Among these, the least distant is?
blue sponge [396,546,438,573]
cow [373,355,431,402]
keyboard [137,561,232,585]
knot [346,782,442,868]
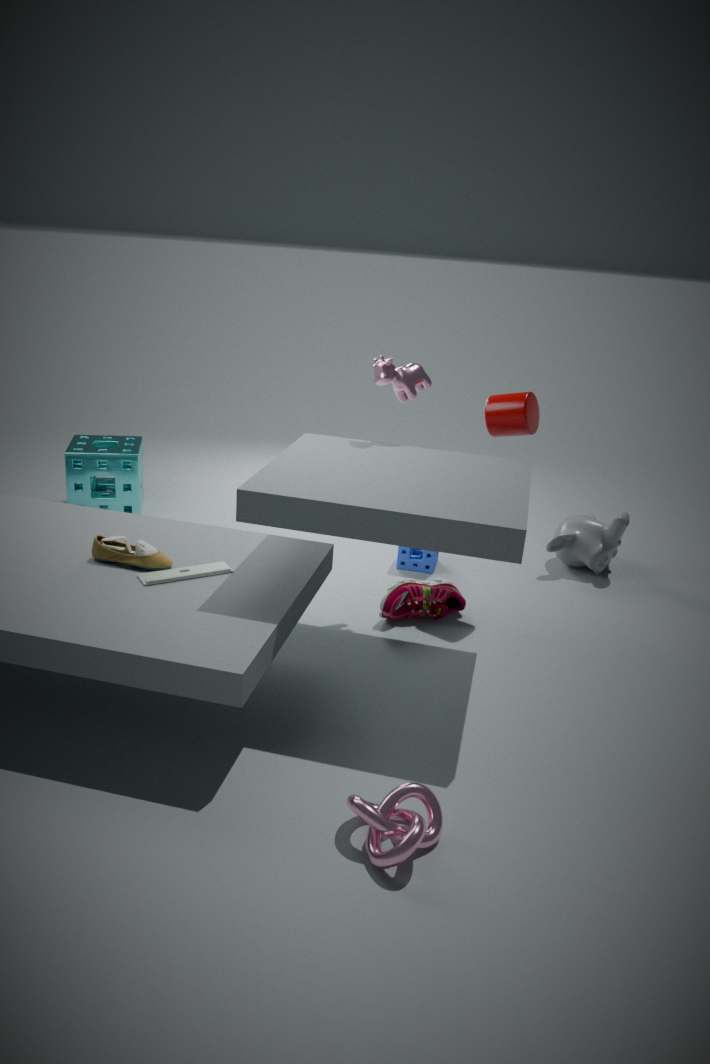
knot [346,782,442,868]
